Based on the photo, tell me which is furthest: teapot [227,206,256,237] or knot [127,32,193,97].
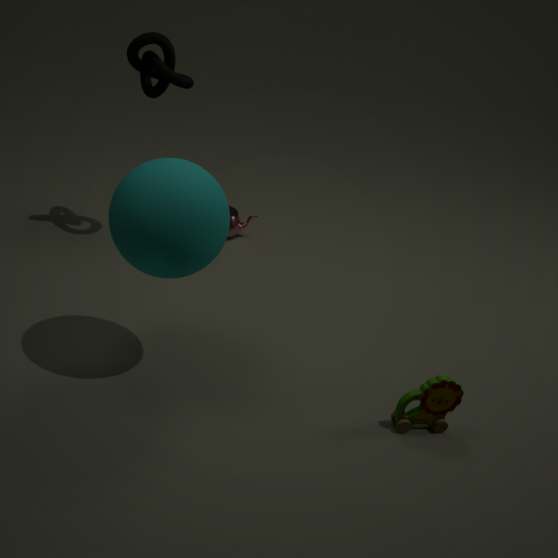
teapot [227,206,256,237]
